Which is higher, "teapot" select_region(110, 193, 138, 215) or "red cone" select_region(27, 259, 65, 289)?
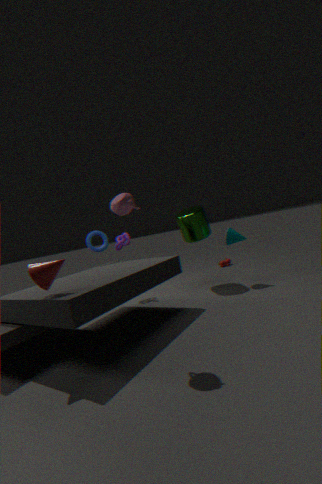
"teapot" select_region(110, 193, 138, 215)
